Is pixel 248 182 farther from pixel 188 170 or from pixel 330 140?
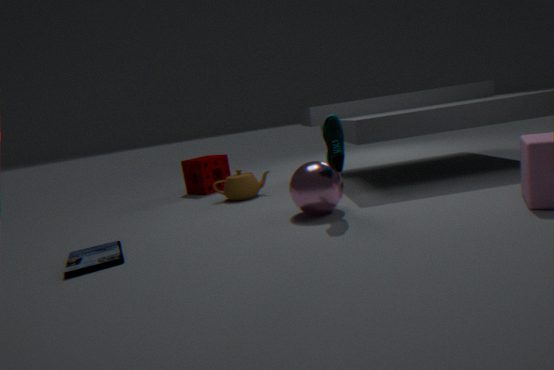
pixel 330 140
